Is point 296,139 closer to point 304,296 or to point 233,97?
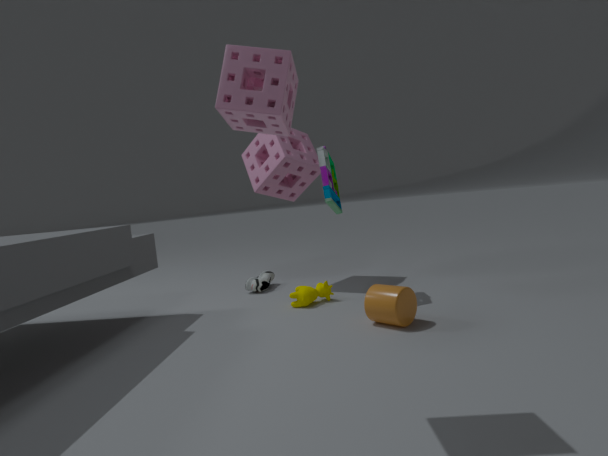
point 304,296
